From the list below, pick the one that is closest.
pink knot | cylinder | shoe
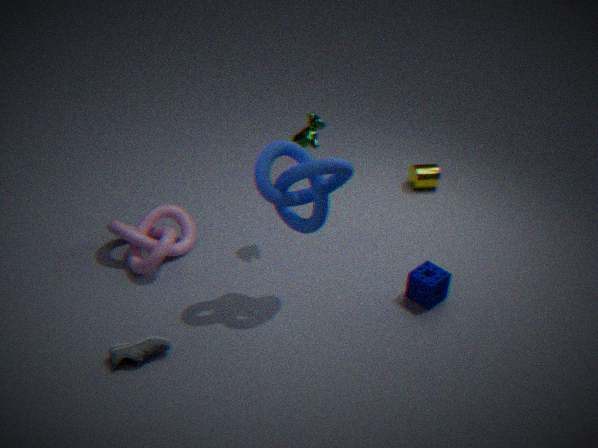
shoe
